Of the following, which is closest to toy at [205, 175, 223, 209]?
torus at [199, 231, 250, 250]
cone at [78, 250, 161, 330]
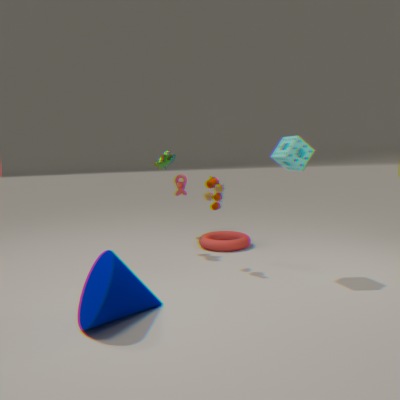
torus at [199, 231, 250, 250]
